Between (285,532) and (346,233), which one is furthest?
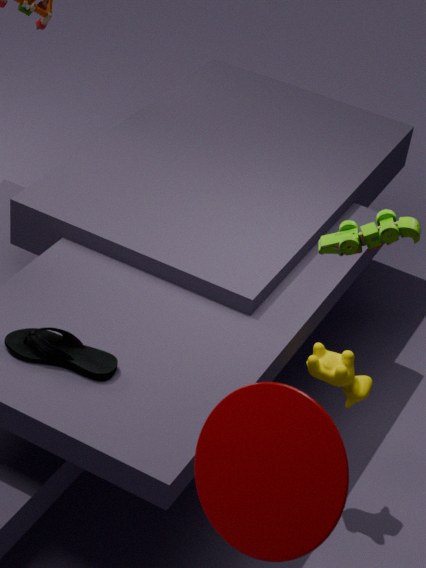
(346,233)
